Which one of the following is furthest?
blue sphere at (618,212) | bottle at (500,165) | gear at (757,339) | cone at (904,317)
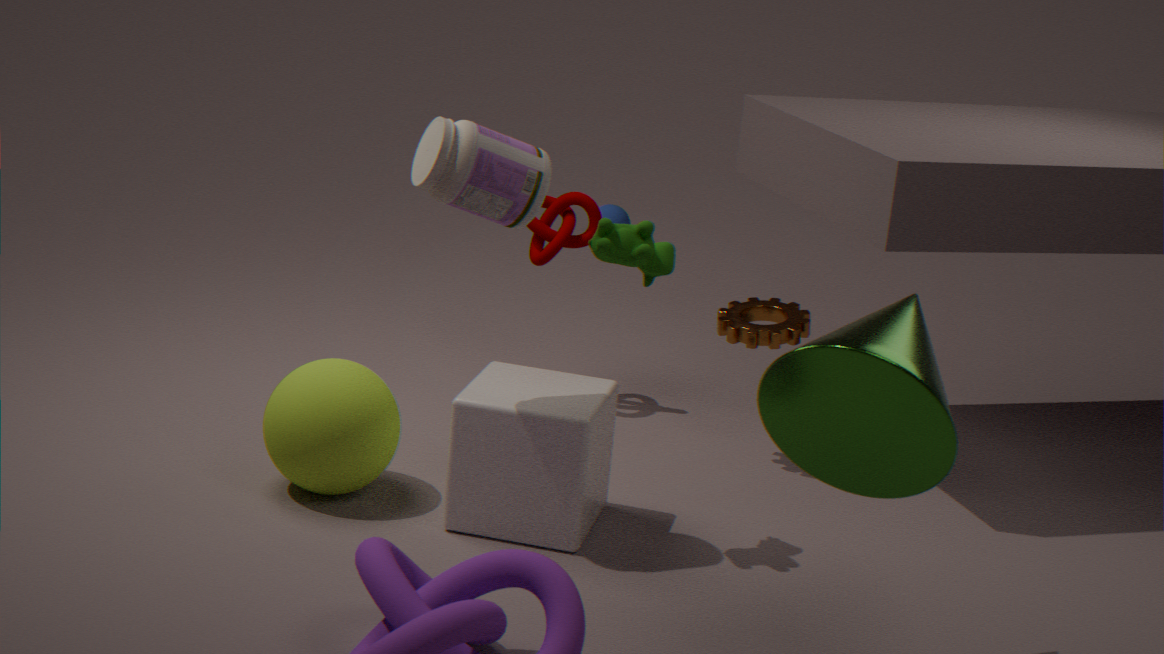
blue sphere at (618,212)
